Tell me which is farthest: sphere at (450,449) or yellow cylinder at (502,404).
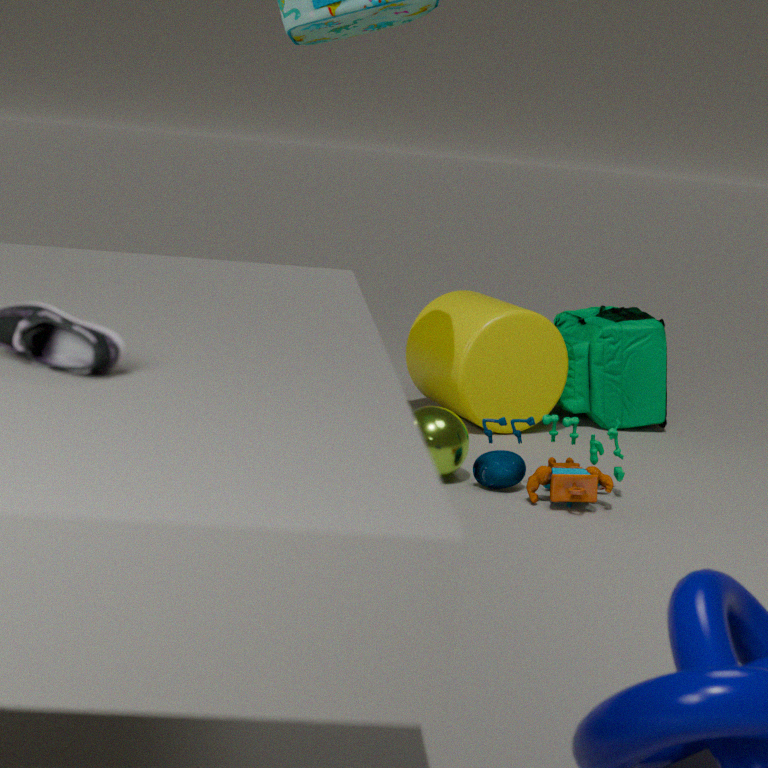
Result: yellow cylinder at (502,404)
